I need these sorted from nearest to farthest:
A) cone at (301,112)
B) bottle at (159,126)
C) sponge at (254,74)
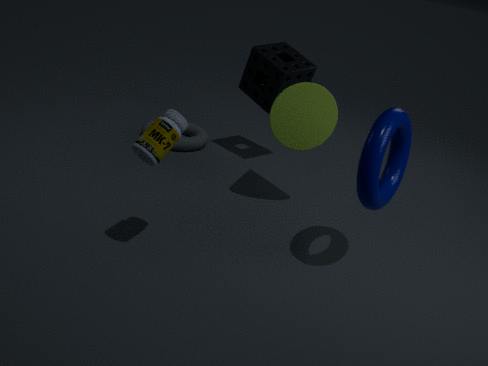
bottle at (159,126) → cone at (301,112) → sponge at (254,74)
